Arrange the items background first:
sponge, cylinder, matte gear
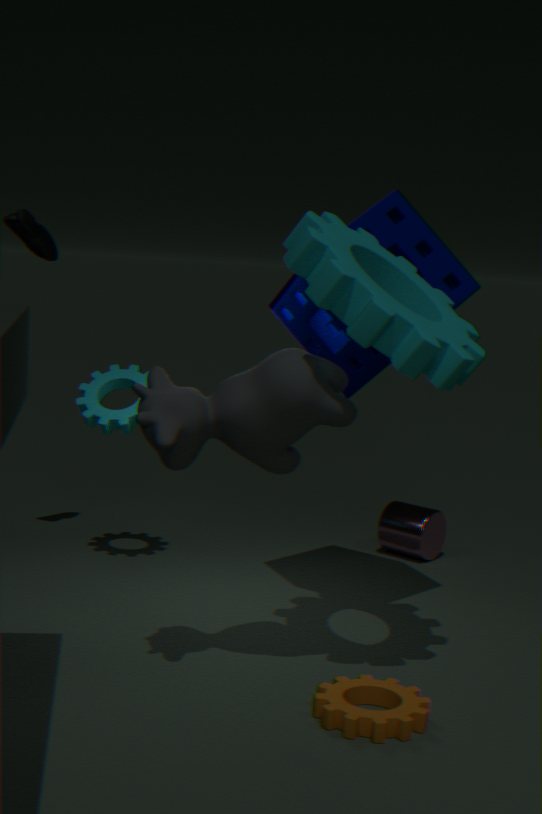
cylinder
sponge
matte gear
